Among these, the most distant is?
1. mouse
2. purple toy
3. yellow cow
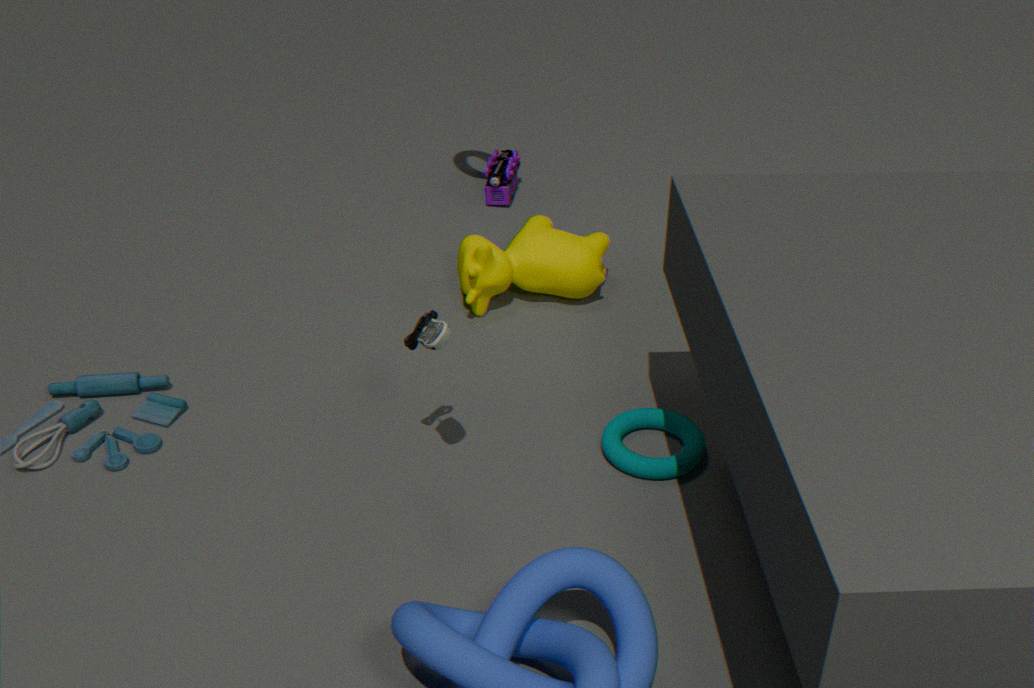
purple toy
